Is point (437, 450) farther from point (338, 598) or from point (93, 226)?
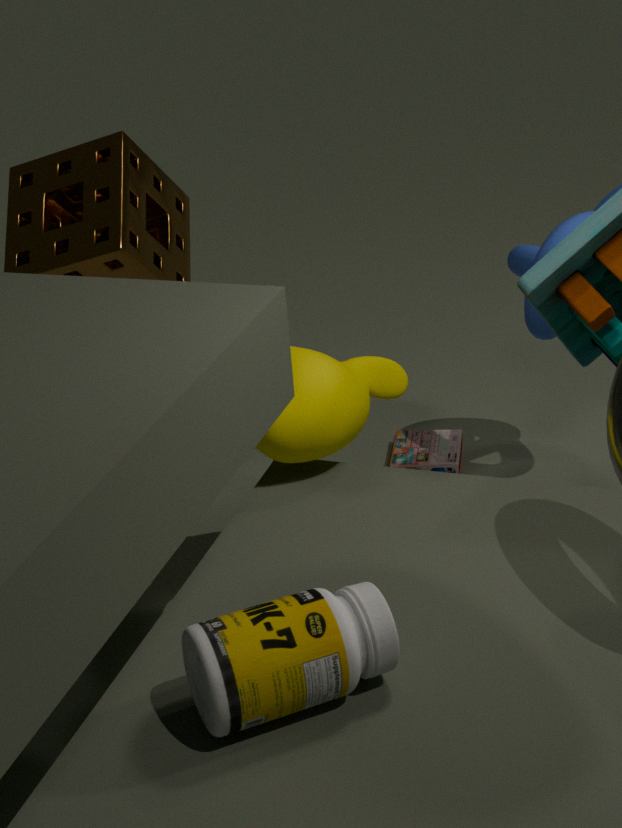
point (338, 598)
